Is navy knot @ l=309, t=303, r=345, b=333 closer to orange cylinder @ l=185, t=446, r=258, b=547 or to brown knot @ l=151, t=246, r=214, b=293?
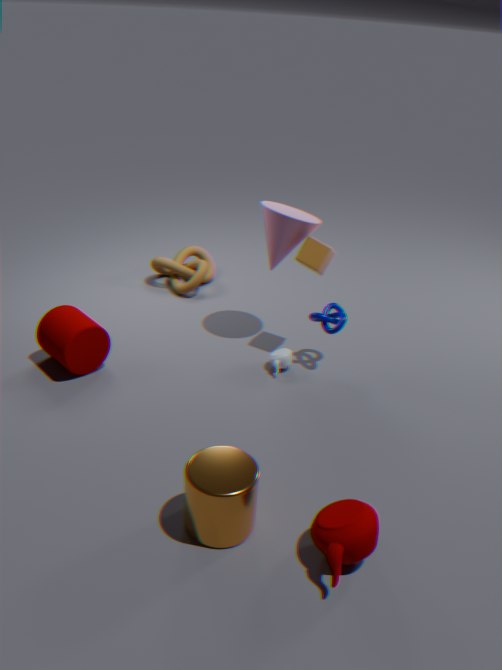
brown knot @ l=151, t=246, r=214, b=293
